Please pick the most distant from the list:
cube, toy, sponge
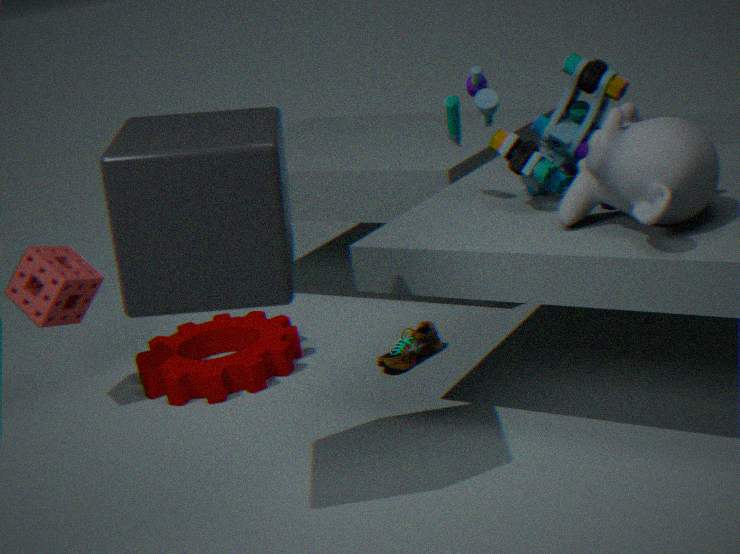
sponge
